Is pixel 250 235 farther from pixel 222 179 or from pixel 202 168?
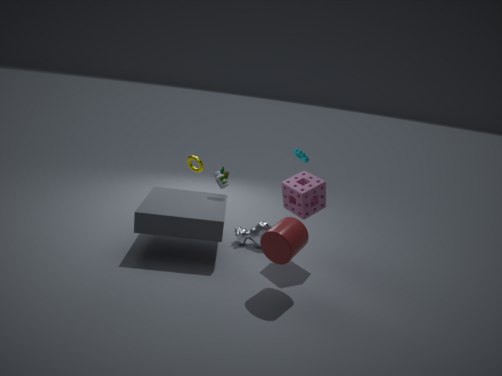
A: pixel 202 168
